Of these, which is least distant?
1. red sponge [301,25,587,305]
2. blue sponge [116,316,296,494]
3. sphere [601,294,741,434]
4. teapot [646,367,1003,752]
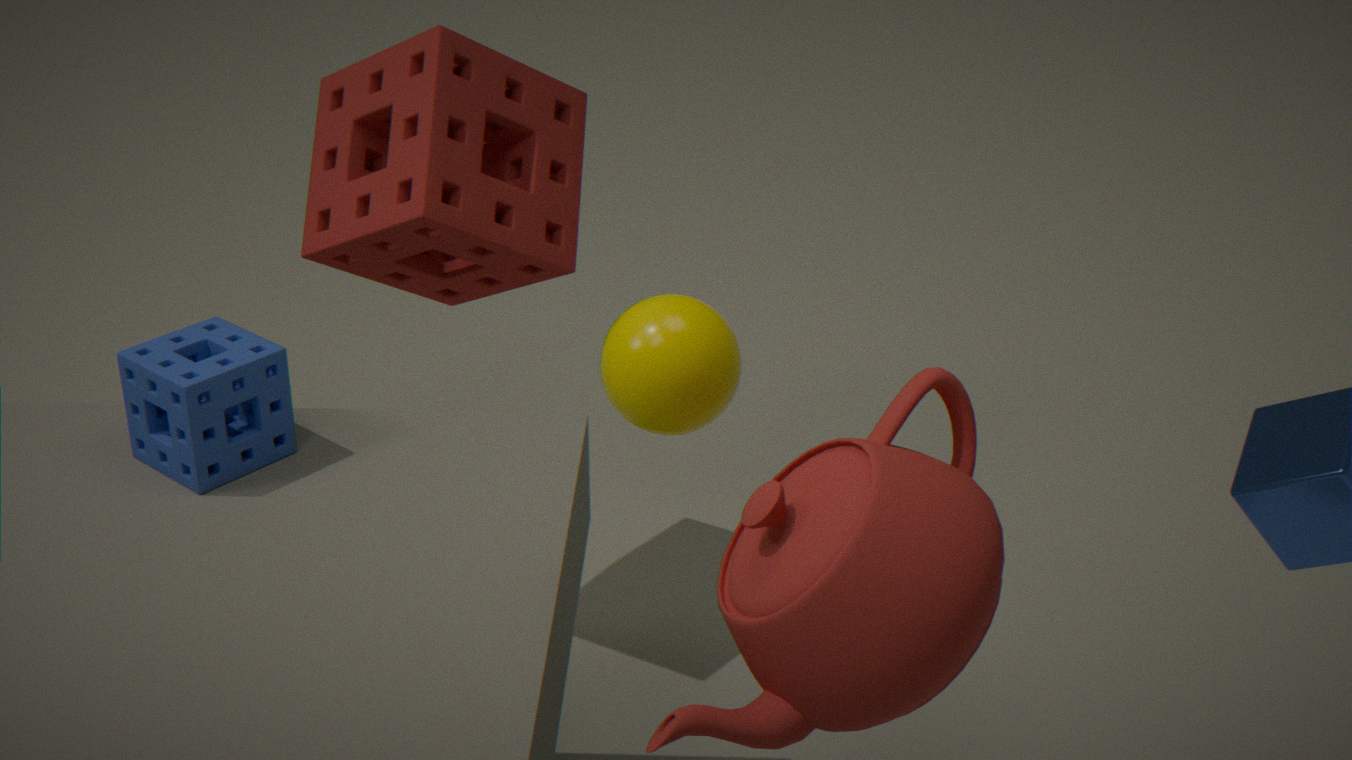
teapot [646,367,1003,752]
